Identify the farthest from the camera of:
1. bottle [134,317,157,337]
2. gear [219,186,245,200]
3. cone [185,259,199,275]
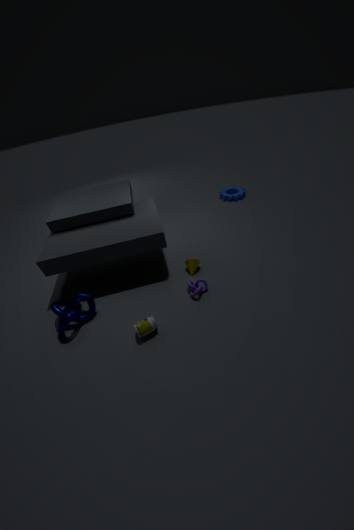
gear [219,186,245,200]
